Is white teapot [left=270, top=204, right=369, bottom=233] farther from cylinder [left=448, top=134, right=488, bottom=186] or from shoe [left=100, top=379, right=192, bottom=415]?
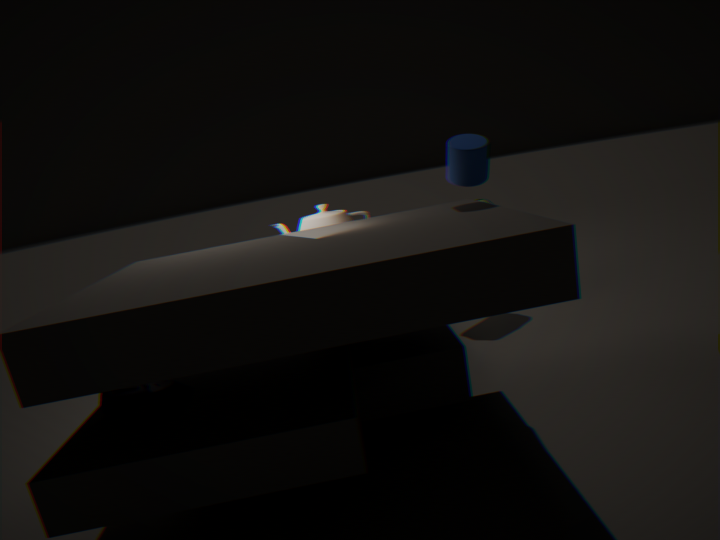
shoe [left=100, top=379, right=192, bottom=415]
